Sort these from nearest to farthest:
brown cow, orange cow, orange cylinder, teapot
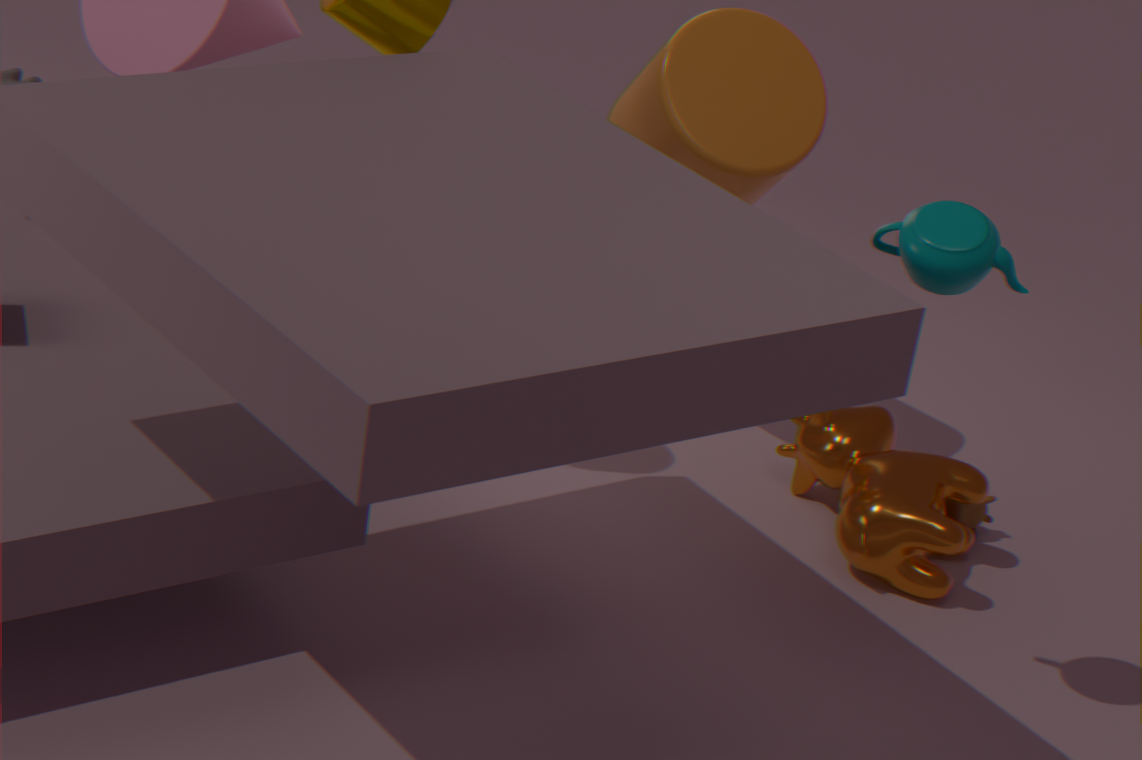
teapot < orange cow < orange cylinder < brown cow
